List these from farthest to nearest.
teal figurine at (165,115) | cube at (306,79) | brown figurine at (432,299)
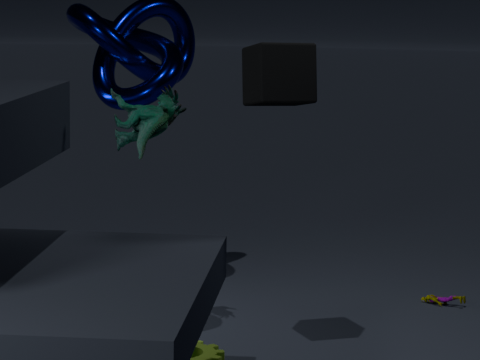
brown figurine at (432,299)
teal figurine at (165,115)
cube at (306,79)
